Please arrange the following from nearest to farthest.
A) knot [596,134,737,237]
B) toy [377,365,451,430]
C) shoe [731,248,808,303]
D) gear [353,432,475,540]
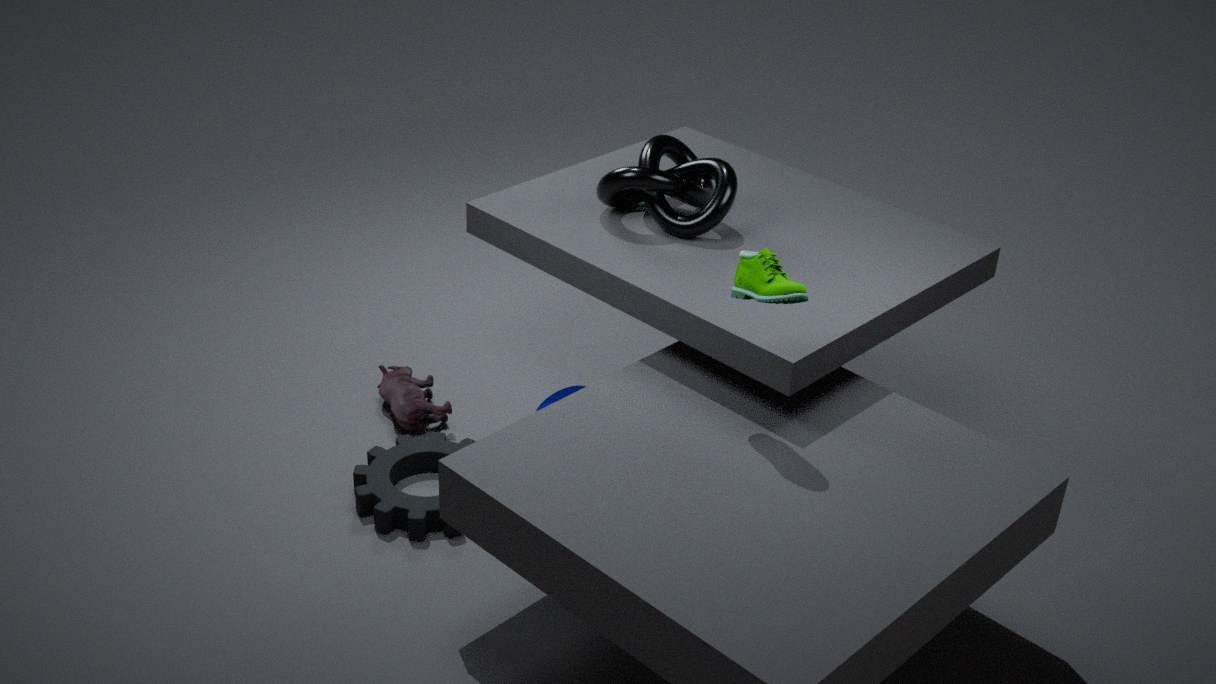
1. shoe [731,248,808,303]
2. gear [353,432,475,540]
3. knot [596,134,737,237]
4. toy [377,365,451,430]
